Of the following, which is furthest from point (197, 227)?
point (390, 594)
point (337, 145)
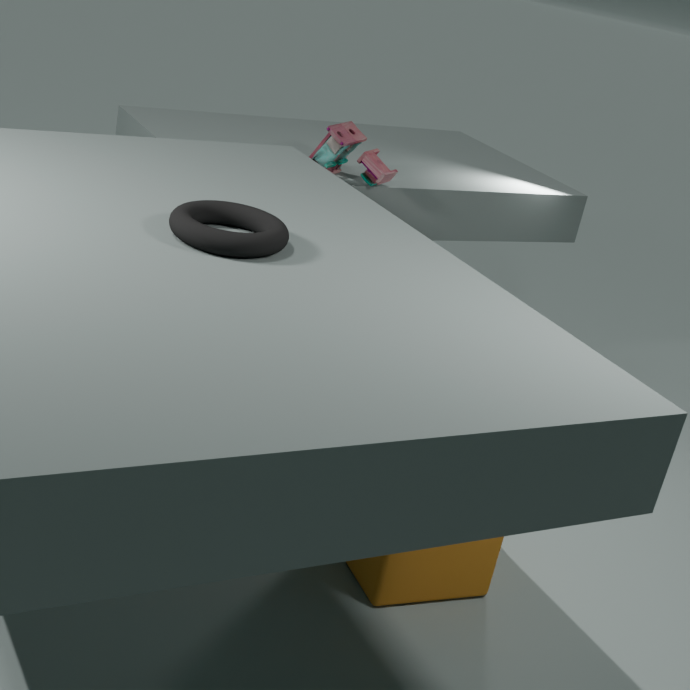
point (337, 145)
